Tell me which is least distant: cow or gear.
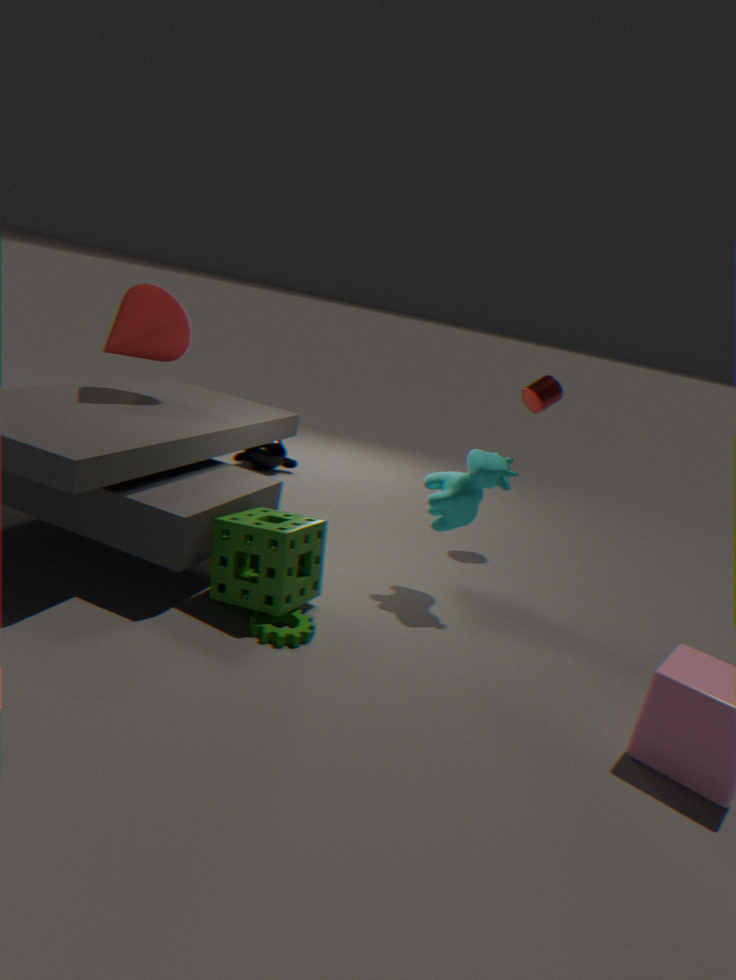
gear
